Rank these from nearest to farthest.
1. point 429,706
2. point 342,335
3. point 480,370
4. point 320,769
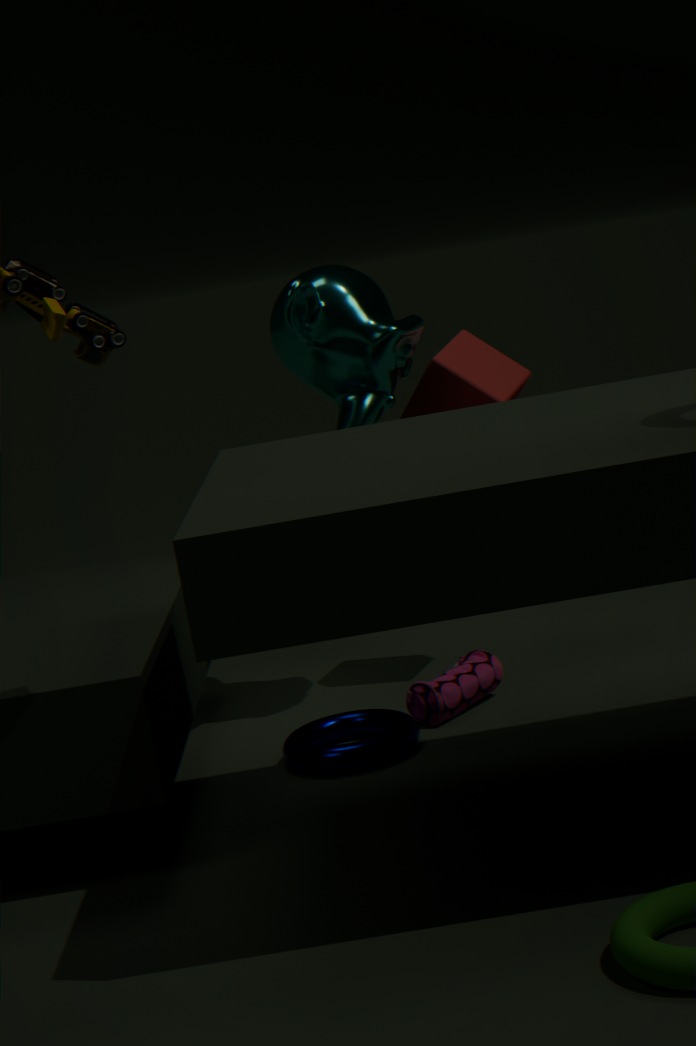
1. point 320,769
2. point 429,706
3. point 342,335
4. point 480,370
